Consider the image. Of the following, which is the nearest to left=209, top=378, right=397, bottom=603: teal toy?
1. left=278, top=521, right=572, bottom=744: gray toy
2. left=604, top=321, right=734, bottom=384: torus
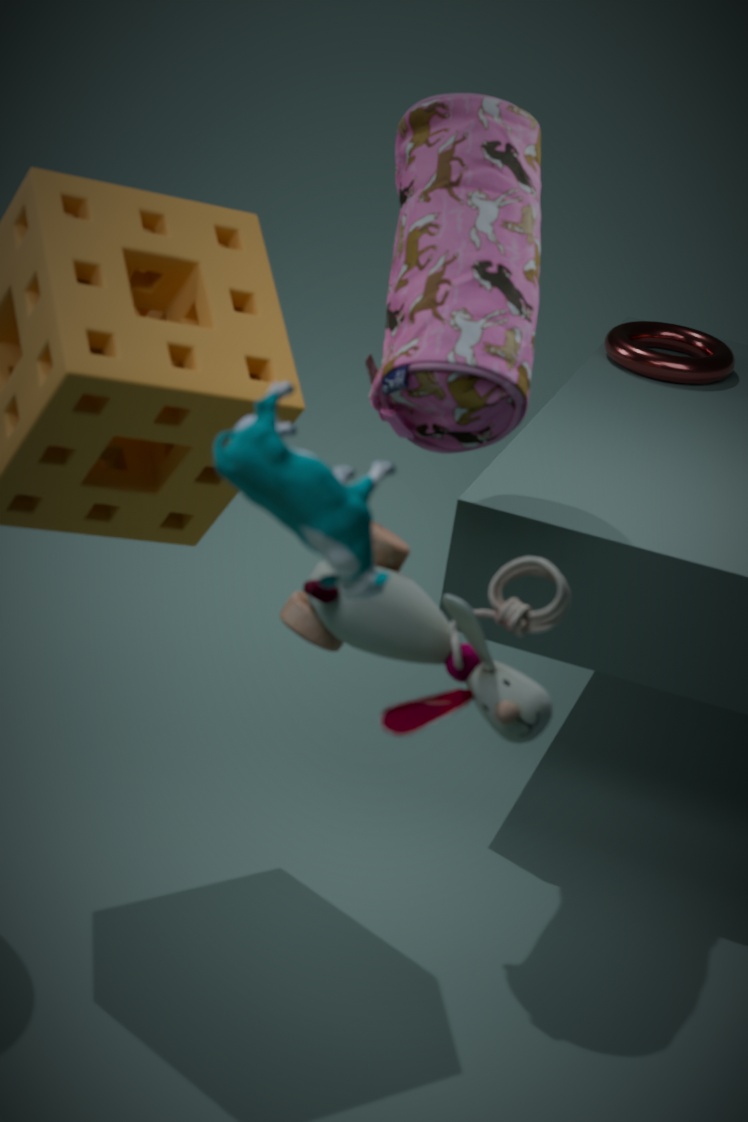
Answer: left=278, top=521, right=572, bottom=744: gray toy
